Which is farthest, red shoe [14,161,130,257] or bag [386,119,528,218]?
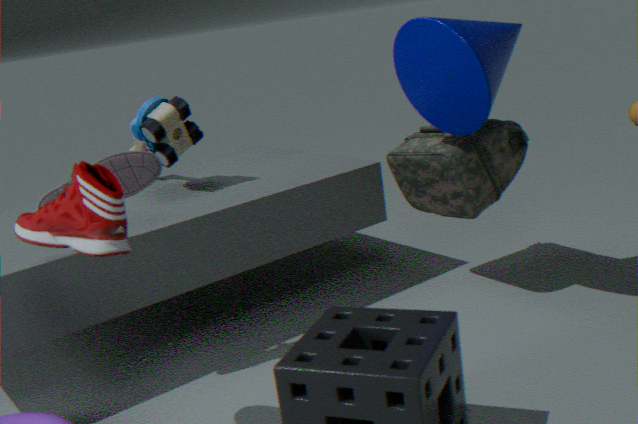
bag [386,119,528,218]
